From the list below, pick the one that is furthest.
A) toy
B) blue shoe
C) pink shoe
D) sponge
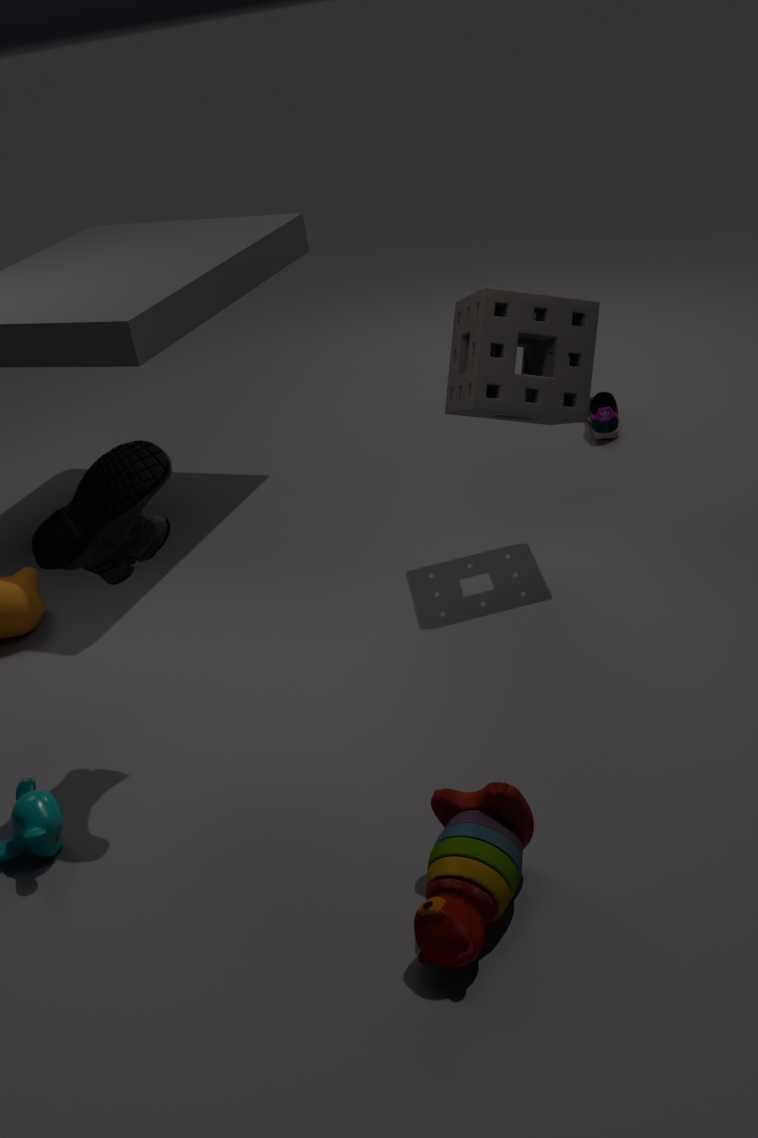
blue shoe
